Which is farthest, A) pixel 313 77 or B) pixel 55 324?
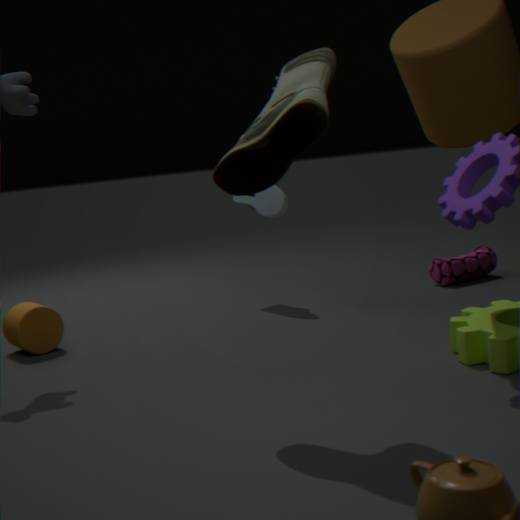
B. pixel 55 324
